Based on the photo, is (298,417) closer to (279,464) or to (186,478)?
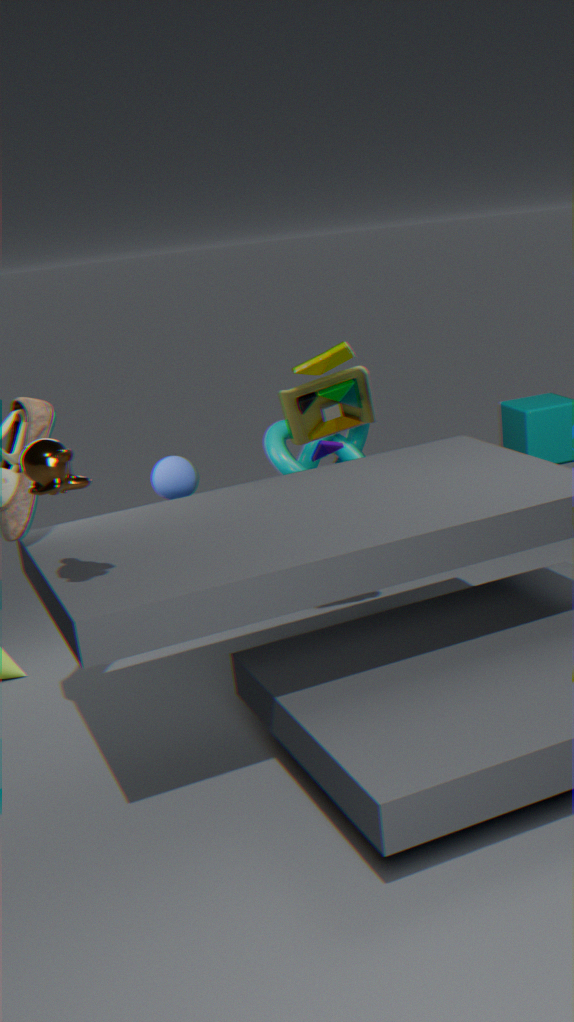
(279,464)
